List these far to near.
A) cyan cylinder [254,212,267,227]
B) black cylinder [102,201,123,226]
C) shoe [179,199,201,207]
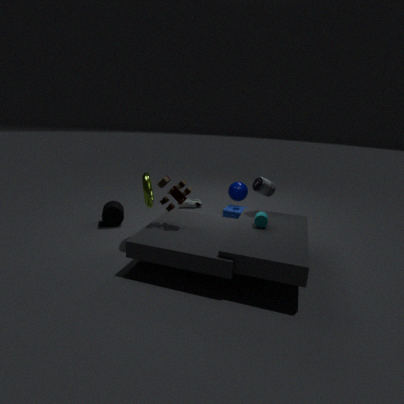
shoe [179,199,201,207] < black cylinder [102,201,123,226] < cyan cylinder [254,212,267,227]
